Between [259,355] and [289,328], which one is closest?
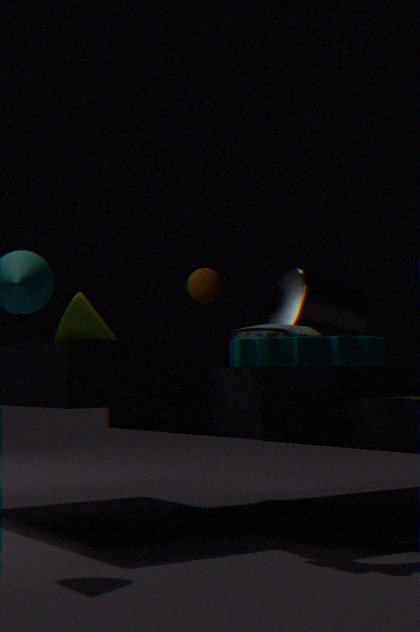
[259,355]
